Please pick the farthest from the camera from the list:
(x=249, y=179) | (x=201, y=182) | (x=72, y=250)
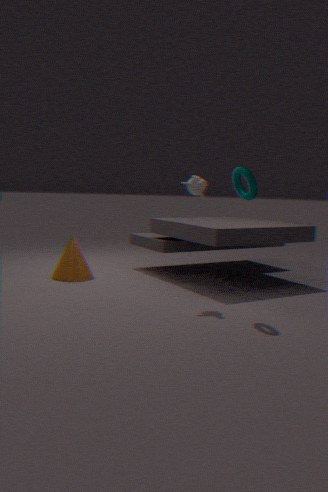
(x=72, y=250)
